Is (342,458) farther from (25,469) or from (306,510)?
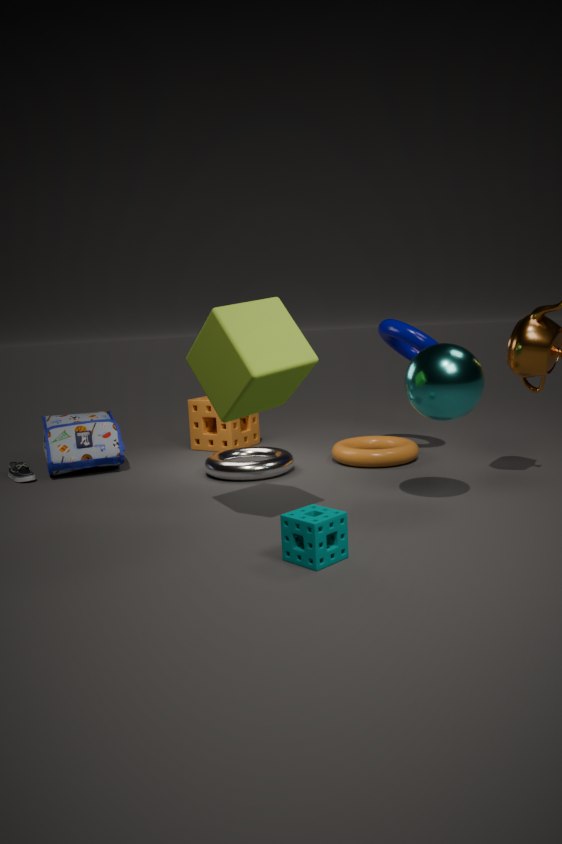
(25,469)
